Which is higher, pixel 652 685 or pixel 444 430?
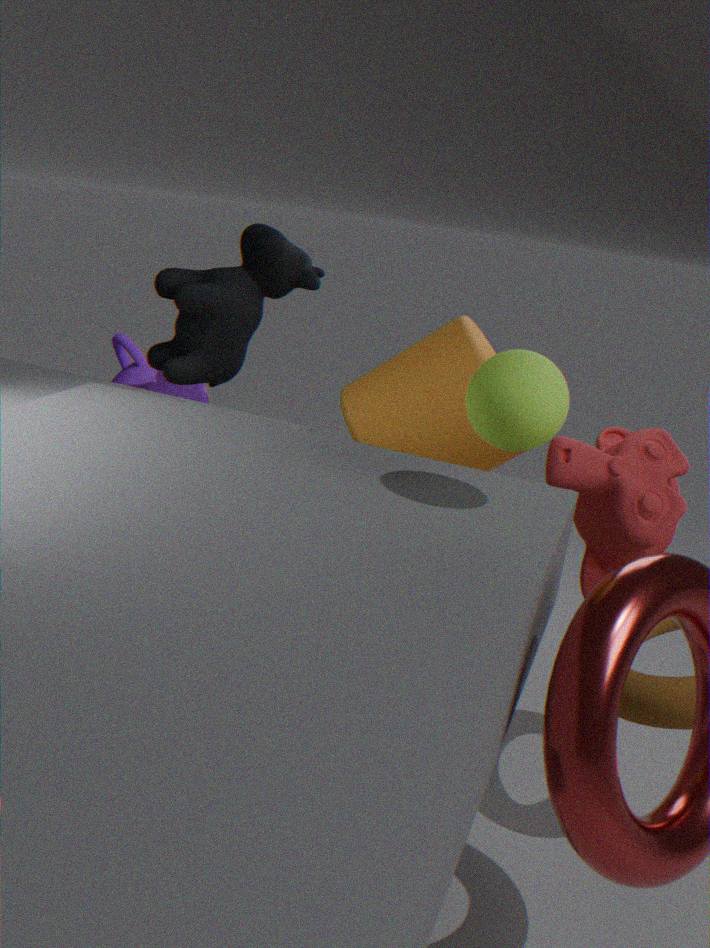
pixel 444 430
